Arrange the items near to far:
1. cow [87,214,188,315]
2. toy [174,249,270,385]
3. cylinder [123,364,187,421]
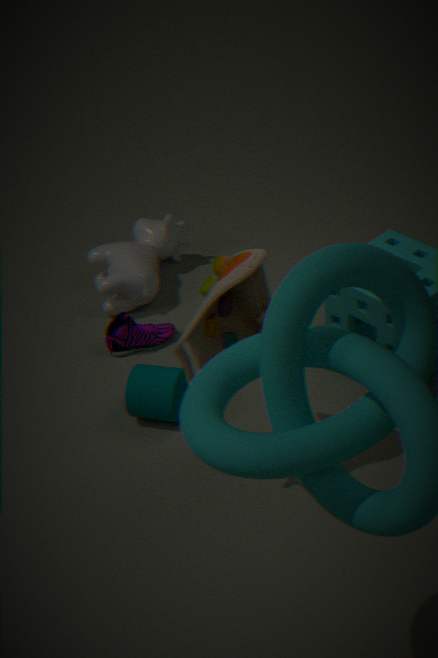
toy [174,249,270,385], cylinder [123,364,187,421], cow [87,214,188,315]
